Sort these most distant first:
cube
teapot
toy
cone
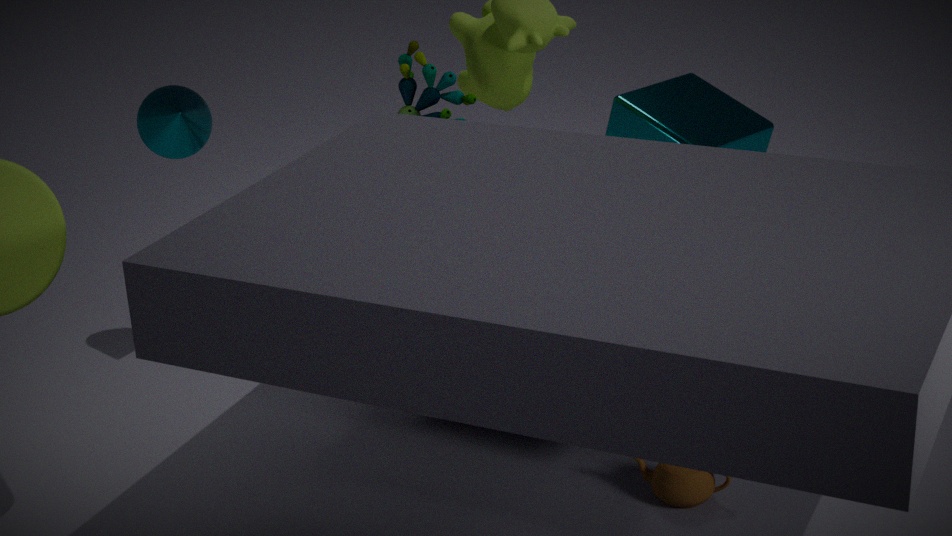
cube
toy
cone
teapot
